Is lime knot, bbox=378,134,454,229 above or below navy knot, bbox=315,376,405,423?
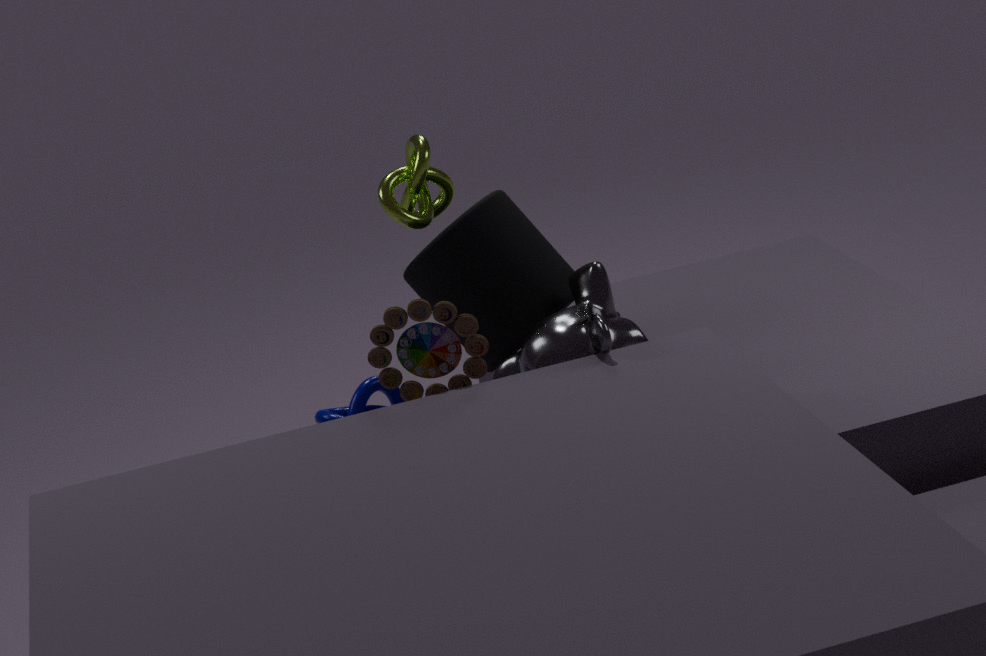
above
